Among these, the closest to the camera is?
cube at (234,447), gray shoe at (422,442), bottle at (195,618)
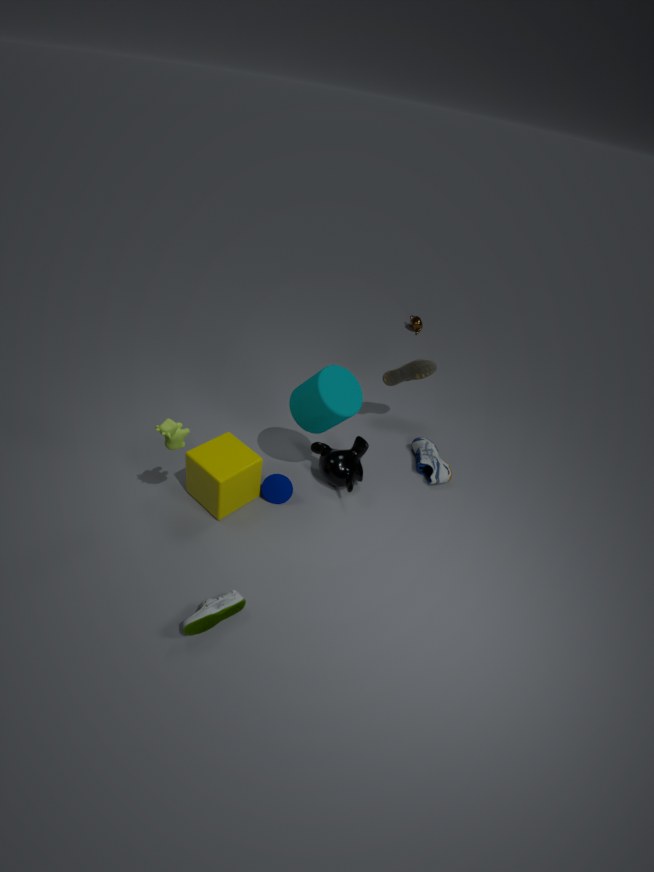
bottle at (195,618)
